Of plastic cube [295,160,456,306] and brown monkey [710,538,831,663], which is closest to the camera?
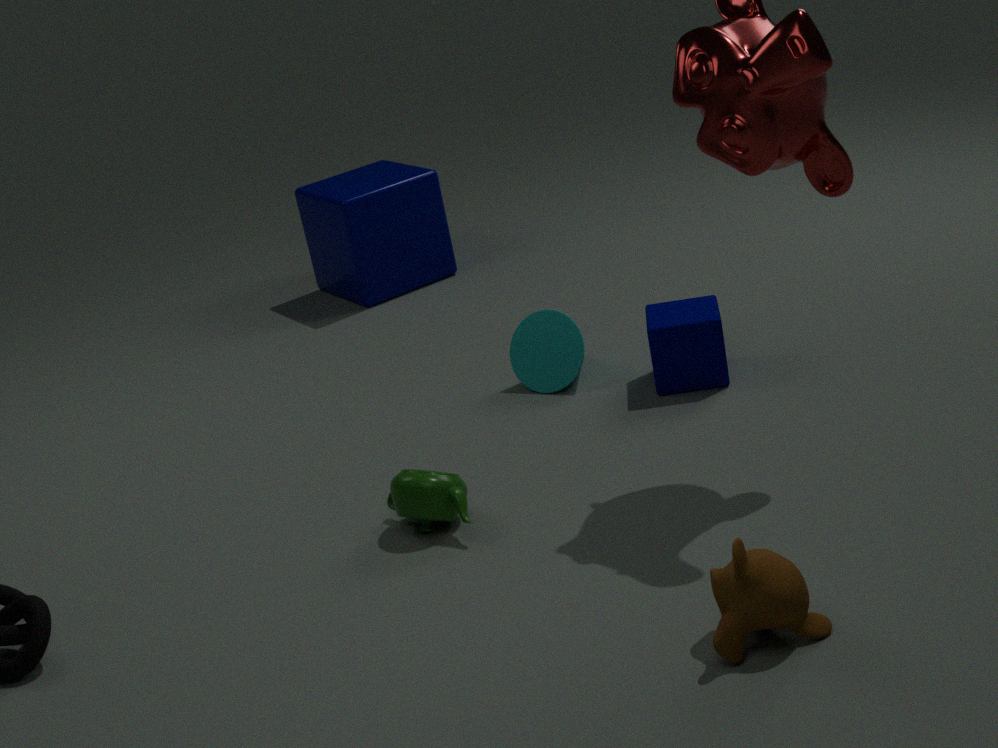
brown monkey [710,538,831,663]
